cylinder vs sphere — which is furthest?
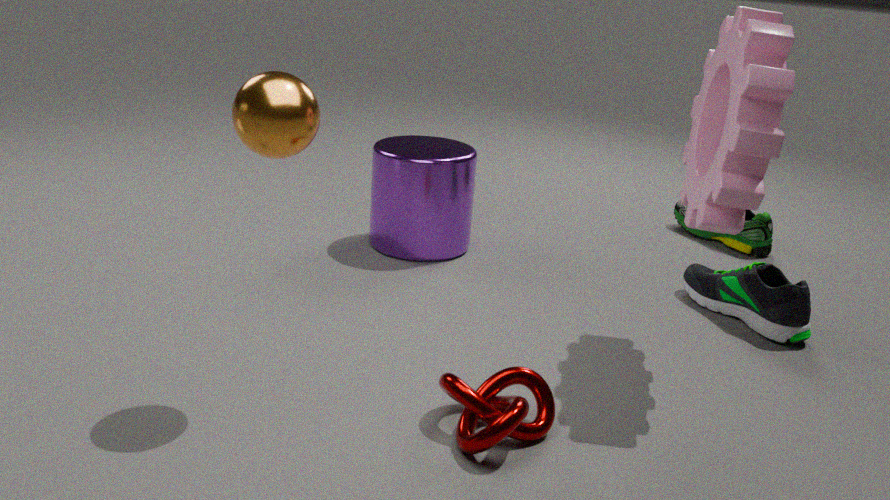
cylinder
